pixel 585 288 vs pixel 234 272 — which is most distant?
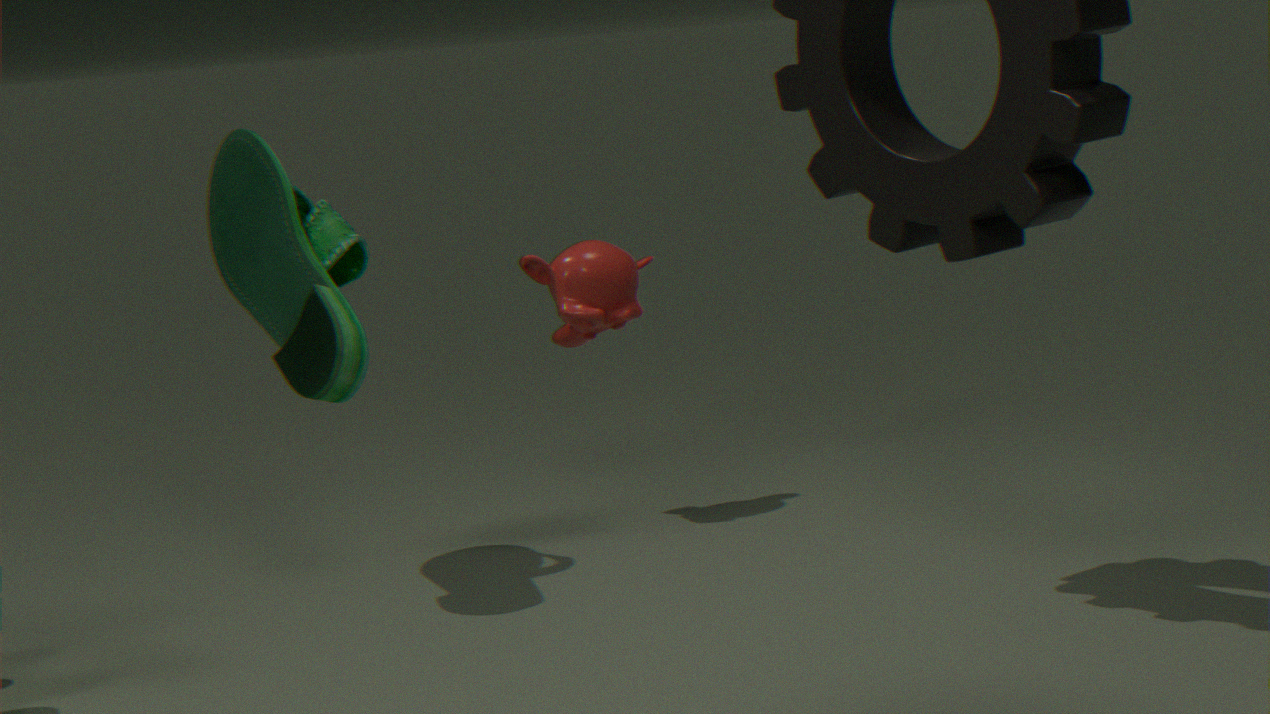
pixel 585 288
